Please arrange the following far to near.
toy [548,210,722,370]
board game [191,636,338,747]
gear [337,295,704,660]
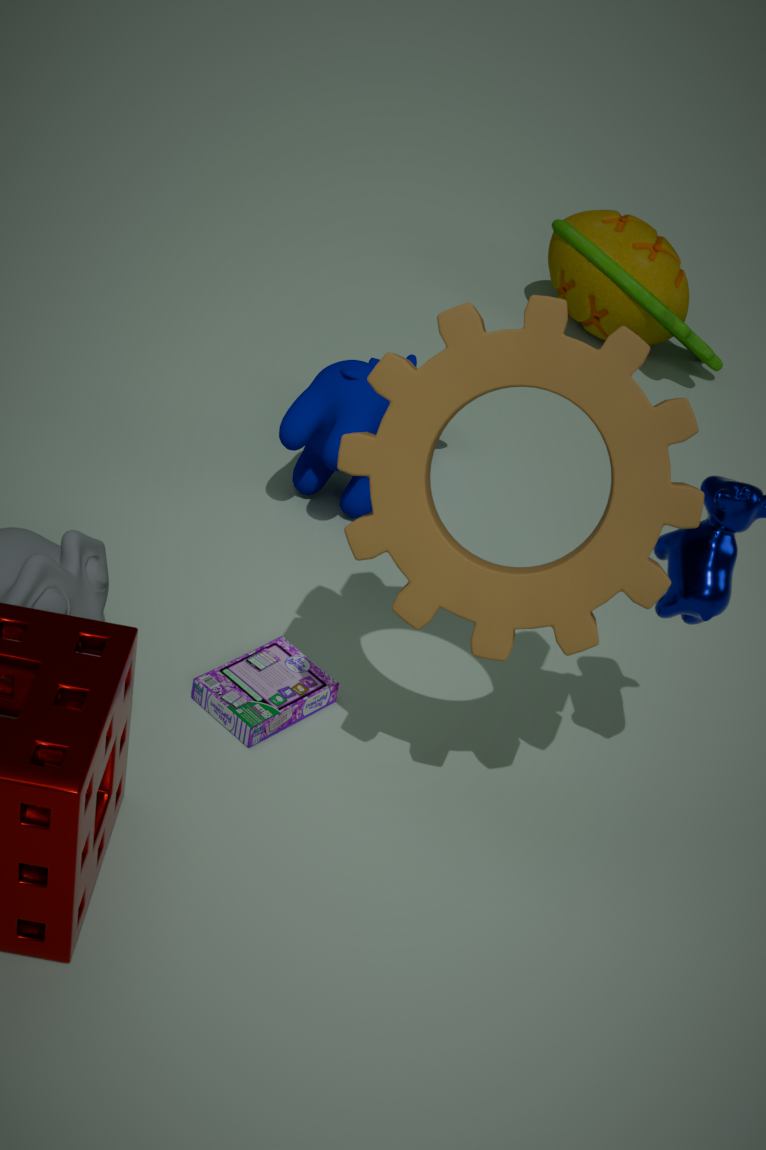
toy [548,210,722,370]
board game [191,636,338,747]
gear [337,295,704,660]
